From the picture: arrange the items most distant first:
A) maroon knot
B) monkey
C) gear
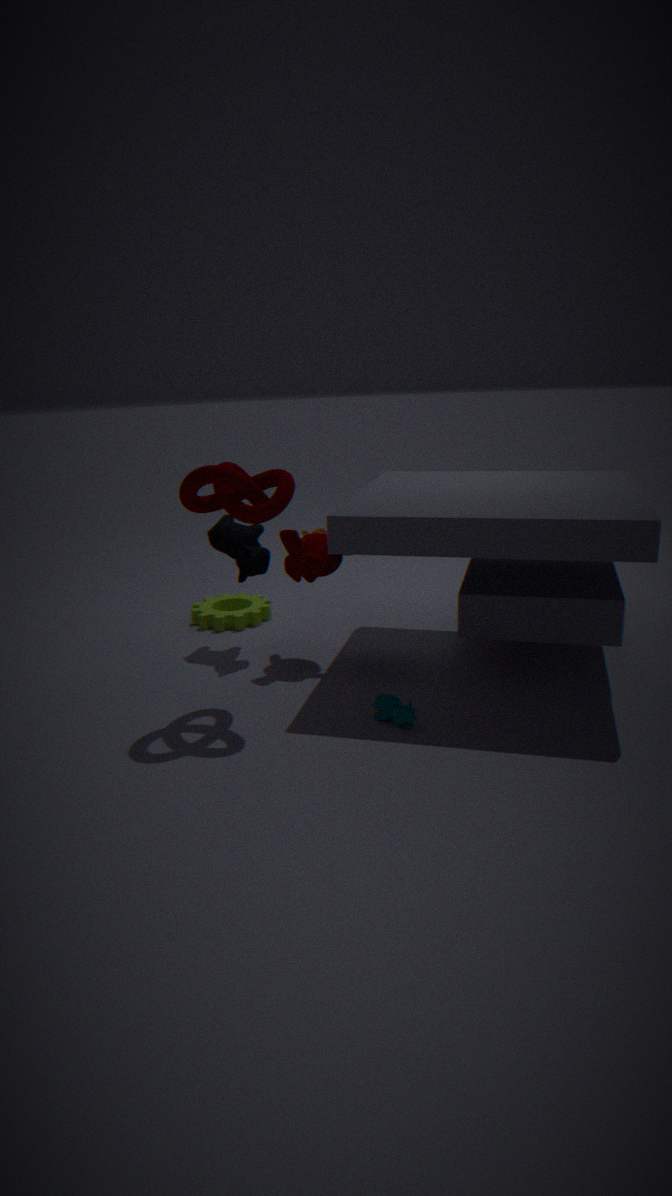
gear, monkey, maroon knot
